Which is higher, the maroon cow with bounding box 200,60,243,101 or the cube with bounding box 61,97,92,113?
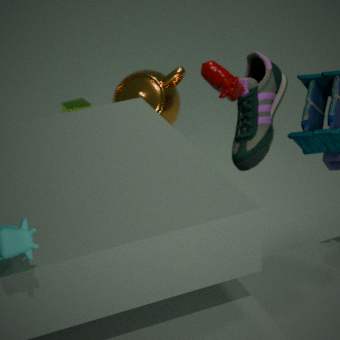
the maroon cow with bounding box 200,60,243,101
